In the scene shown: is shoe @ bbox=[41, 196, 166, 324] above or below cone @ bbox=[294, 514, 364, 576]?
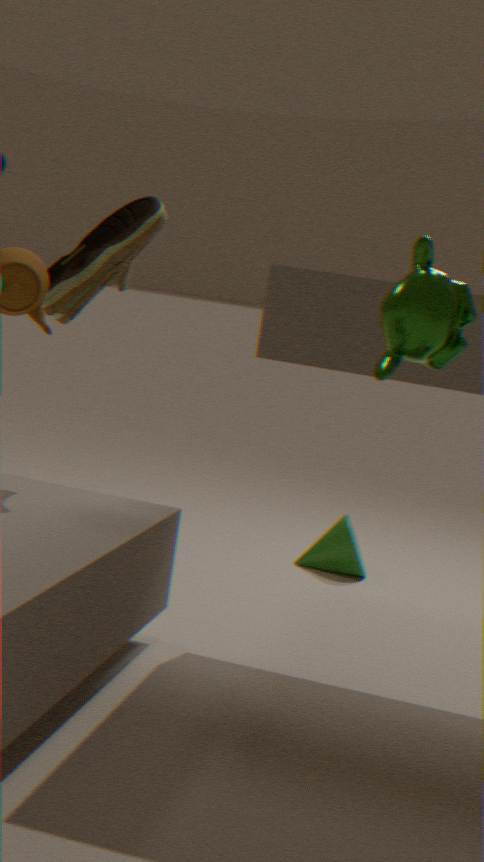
above
